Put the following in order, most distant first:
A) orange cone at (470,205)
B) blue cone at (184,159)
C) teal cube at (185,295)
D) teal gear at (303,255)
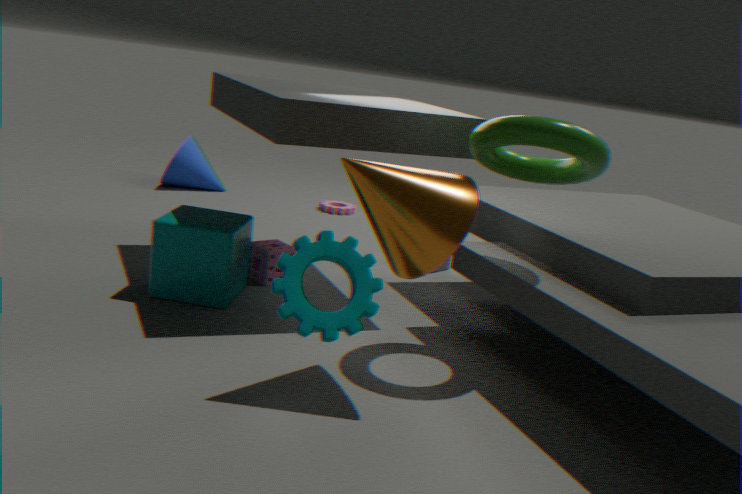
blue cone at (184,159), teal cube at (185,295), orange cone at (470,205), teal gear at (303,255)
